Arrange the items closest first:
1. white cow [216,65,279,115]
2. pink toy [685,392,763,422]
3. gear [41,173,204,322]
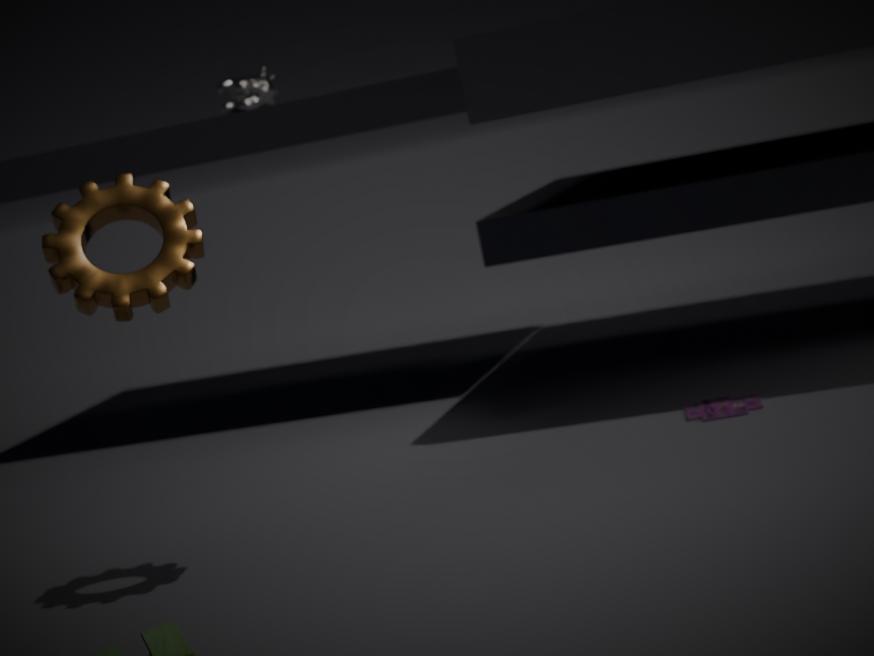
gear [41,173,204,322] → pink toy [685,392,763,422] → white cow [216,65,279,115]
